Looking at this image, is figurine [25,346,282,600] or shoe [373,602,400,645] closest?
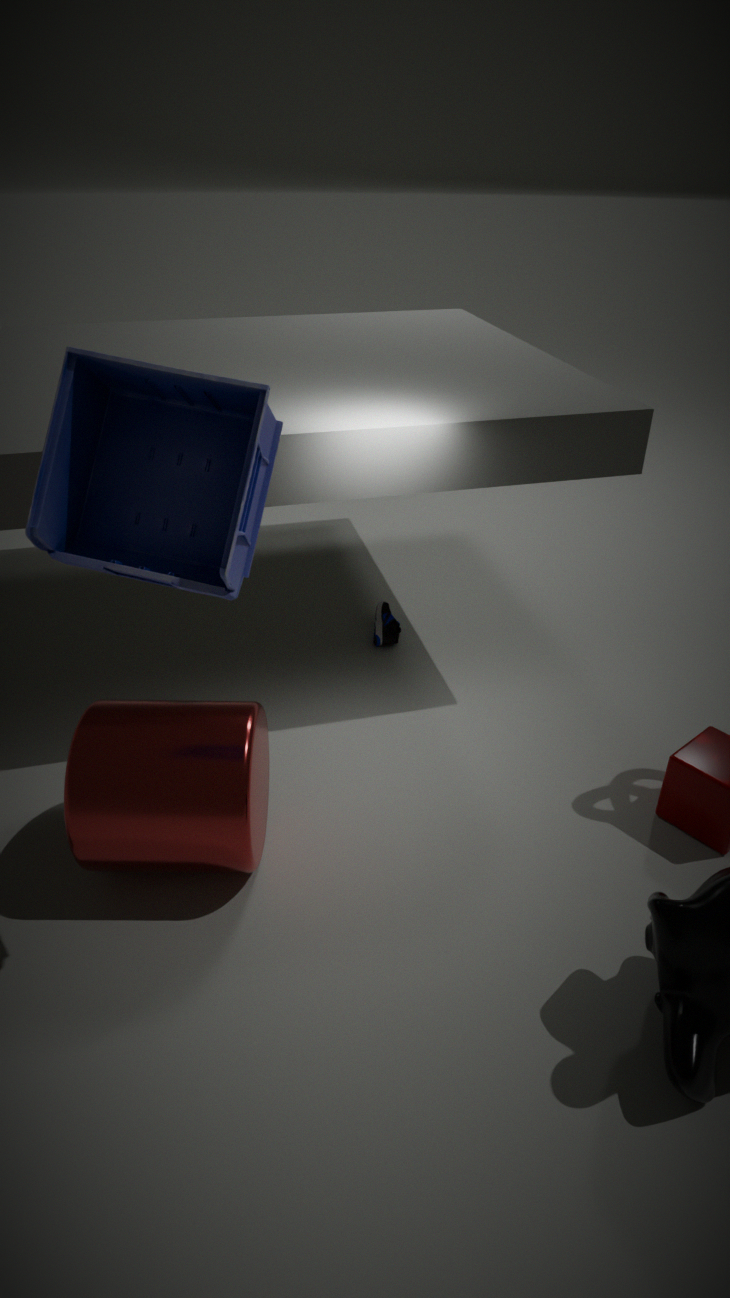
figurine [25,346,282,600]
